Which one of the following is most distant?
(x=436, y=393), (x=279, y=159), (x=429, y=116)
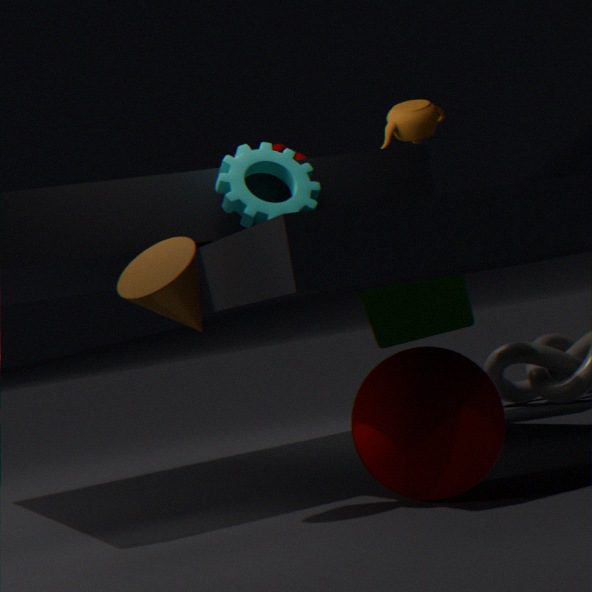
(x=429, y=116)
